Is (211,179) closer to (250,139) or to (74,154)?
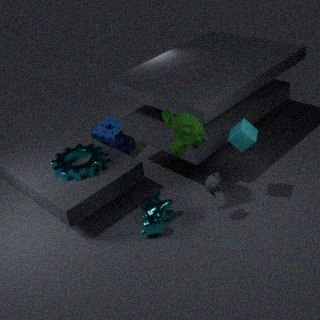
(250,139)
